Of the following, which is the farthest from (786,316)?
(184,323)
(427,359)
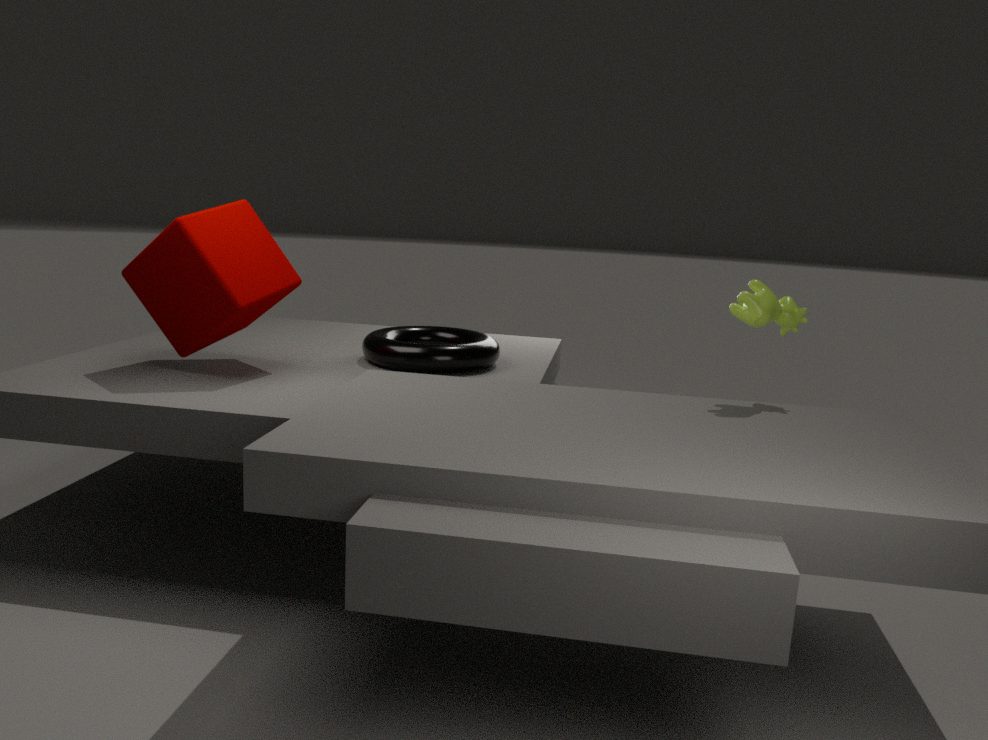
(184,323)
